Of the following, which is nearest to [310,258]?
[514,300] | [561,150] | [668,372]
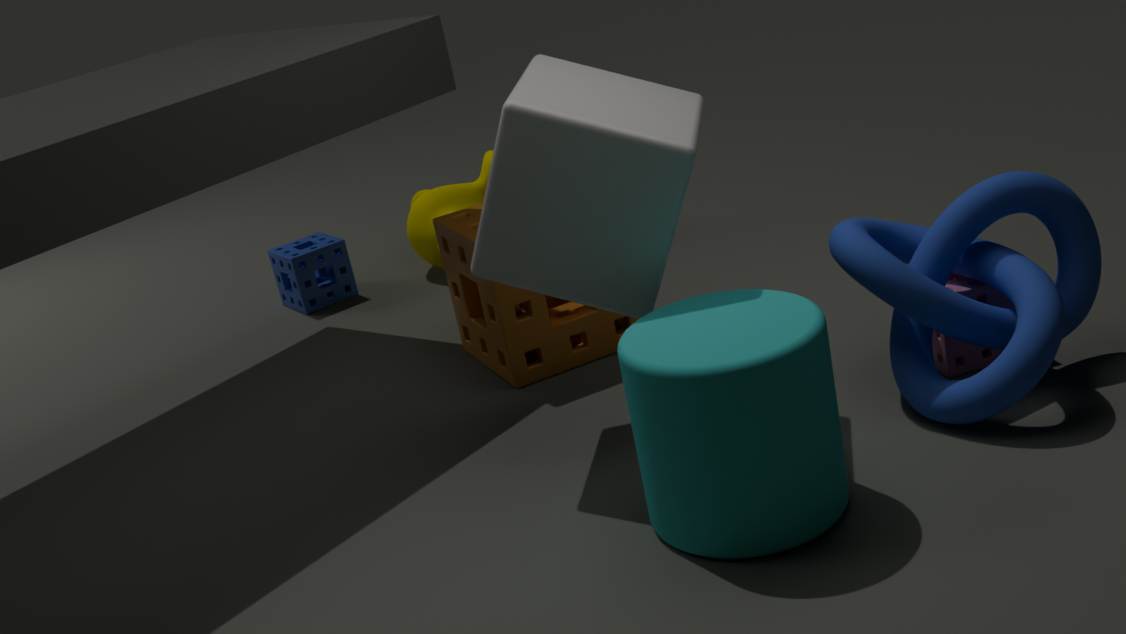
[514,300]
